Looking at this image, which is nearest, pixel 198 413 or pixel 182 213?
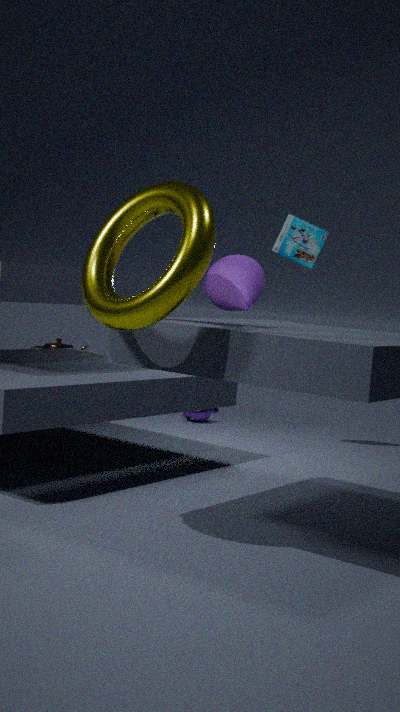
pixel 182 213
